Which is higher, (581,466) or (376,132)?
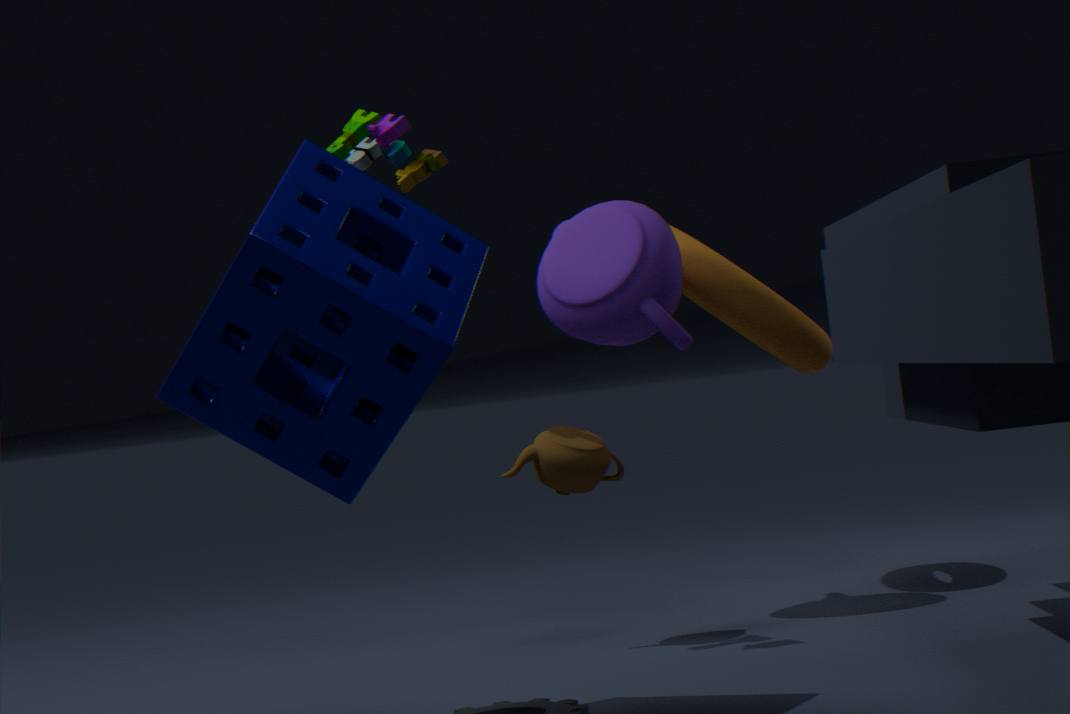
(376,132)
